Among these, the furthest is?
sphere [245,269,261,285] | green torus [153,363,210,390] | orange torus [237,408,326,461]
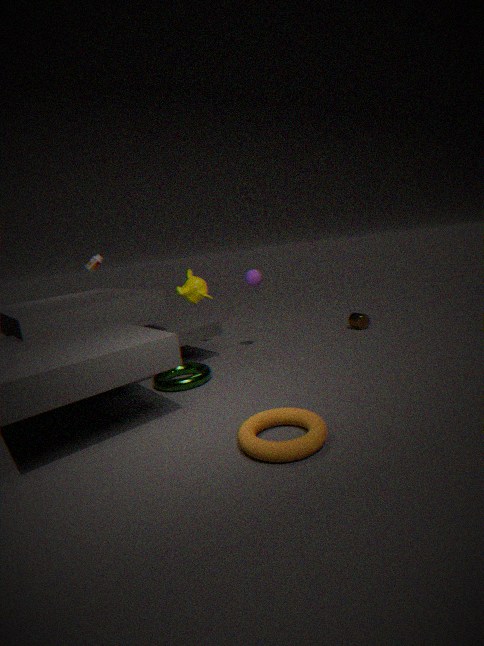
sphere [245,269,261,285]
